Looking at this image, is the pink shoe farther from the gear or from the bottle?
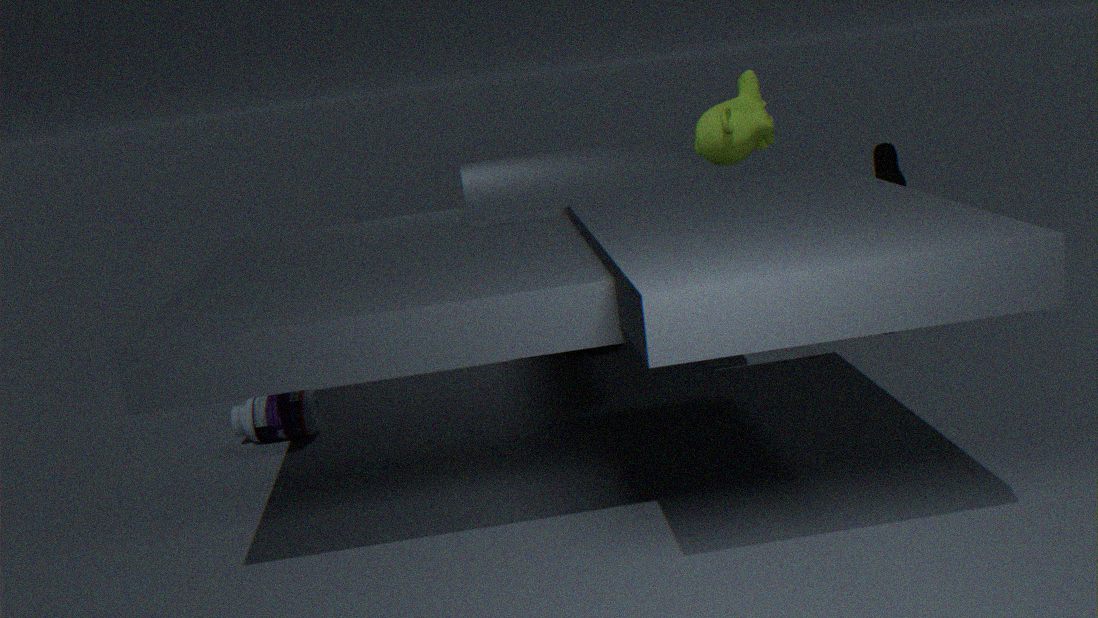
the bottle
